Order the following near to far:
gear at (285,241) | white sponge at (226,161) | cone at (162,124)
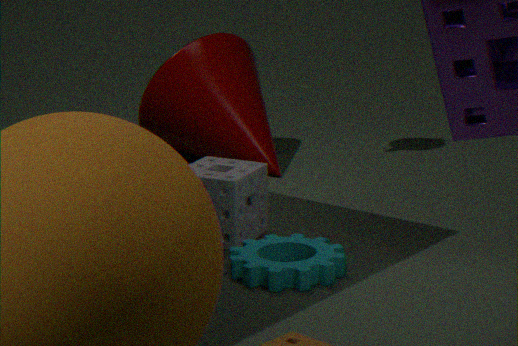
gear at (285,241) → white sponge at (226,161) → cone at (162,124)
